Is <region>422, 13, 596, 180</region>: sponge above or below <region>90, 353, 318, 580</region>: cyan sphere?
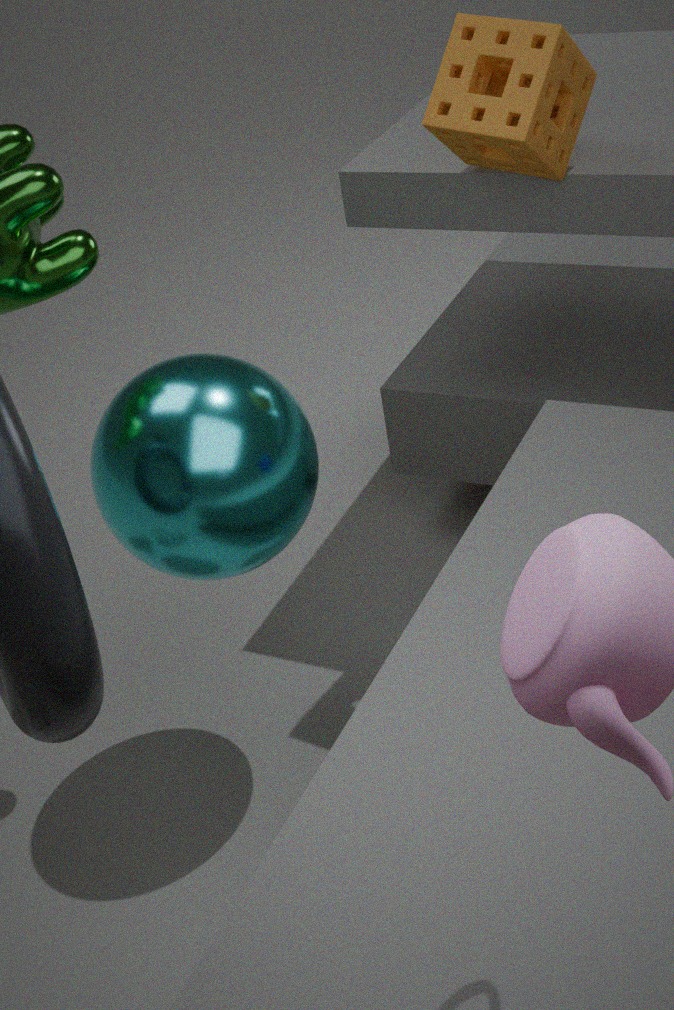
above
